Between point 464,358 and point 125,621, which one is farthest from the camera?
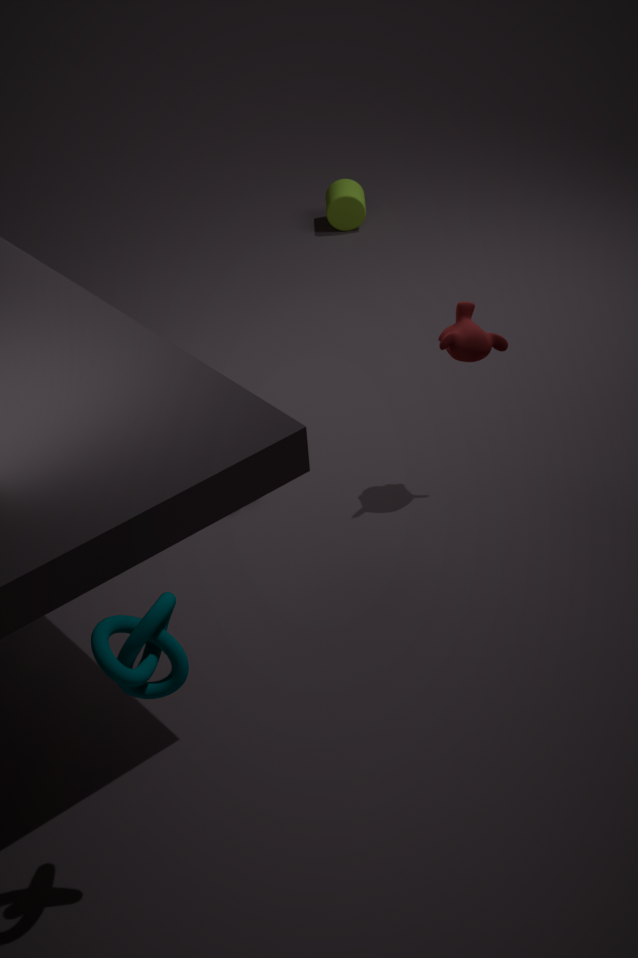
point 464,358
